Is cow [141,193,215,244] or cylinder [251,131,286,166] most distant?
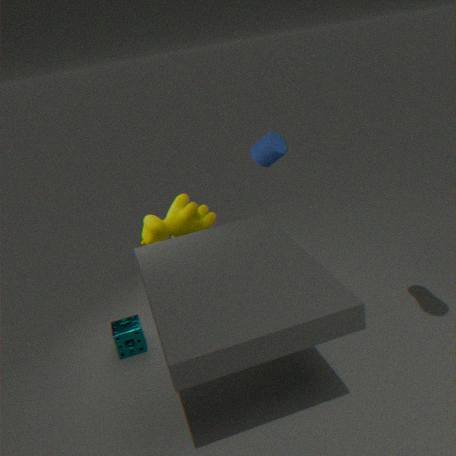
cylinder [251,131,286,166]
